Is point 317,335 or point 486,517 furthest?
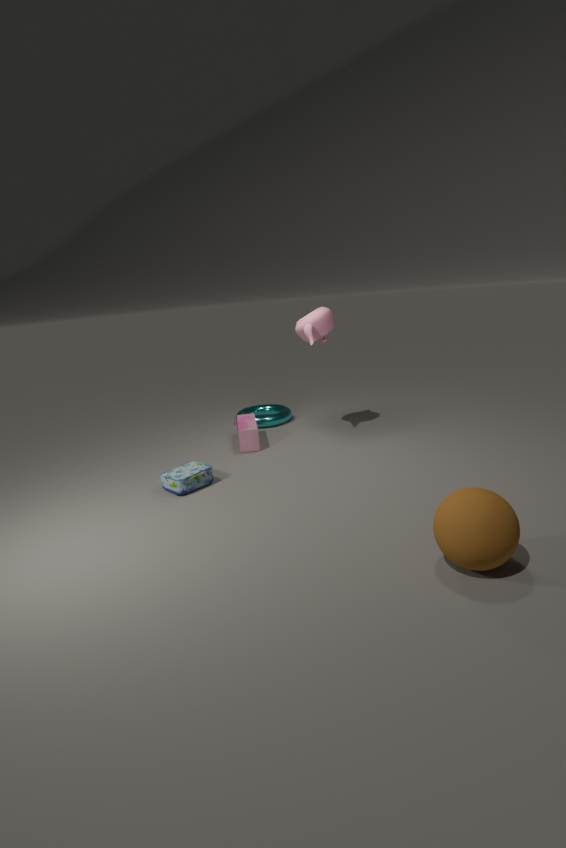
point 317,335
